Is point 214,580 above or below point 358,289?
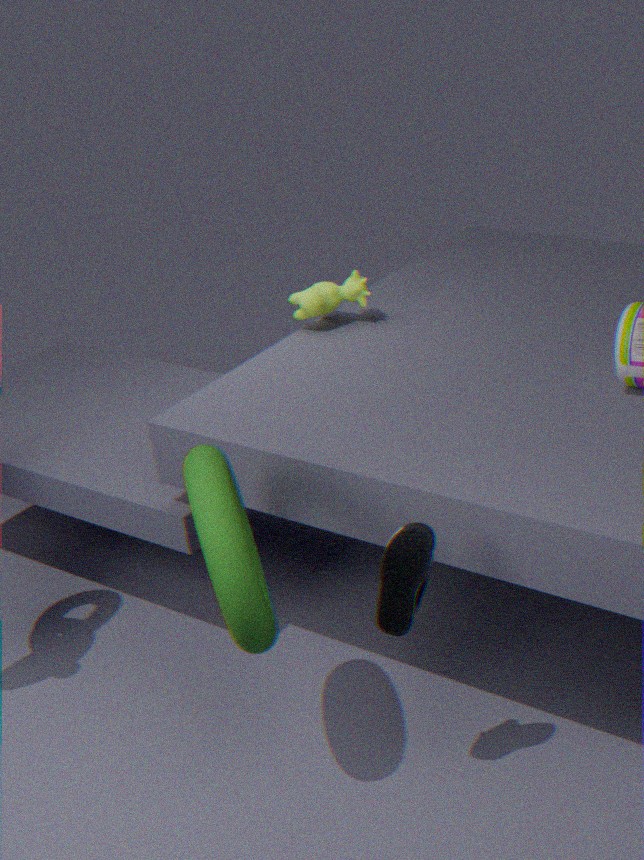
below
